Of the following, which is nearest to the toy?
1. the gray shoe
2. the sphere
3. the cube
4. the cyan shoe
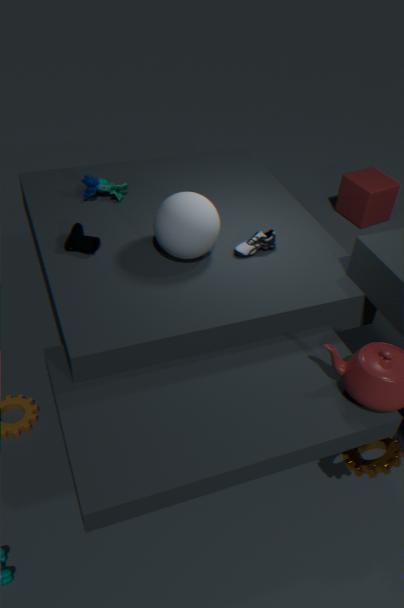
the cyan shoe
